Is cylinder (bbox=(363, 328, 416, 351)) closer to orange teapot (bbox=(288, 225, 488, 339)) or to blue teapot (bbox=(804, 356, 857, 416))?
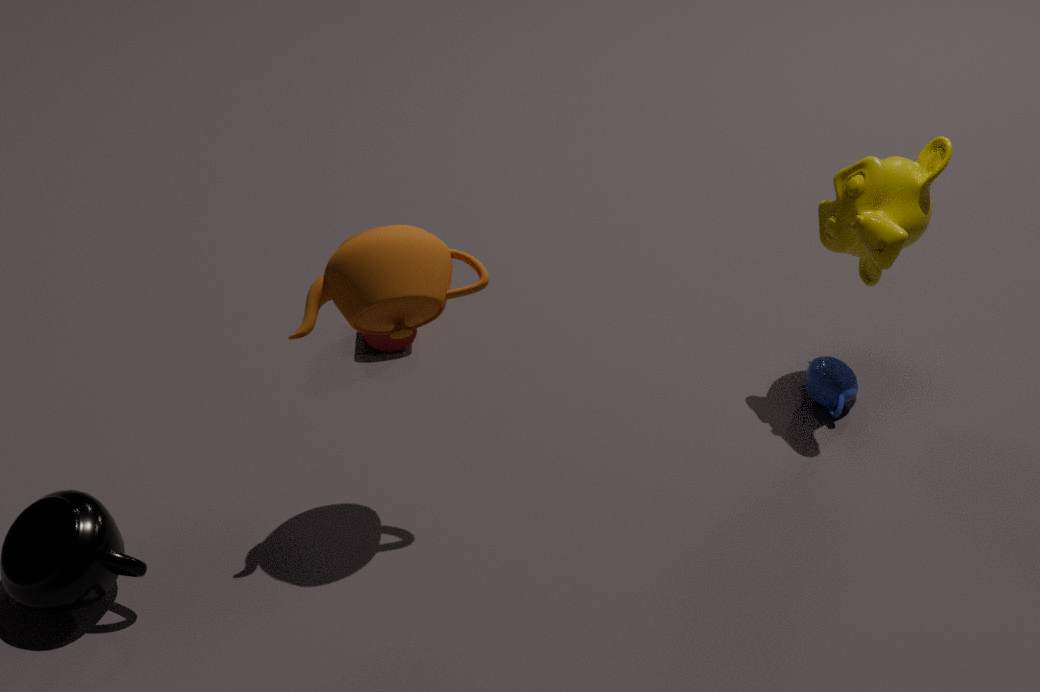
orange teapot (bbox=(288, 225, 488, 339))
